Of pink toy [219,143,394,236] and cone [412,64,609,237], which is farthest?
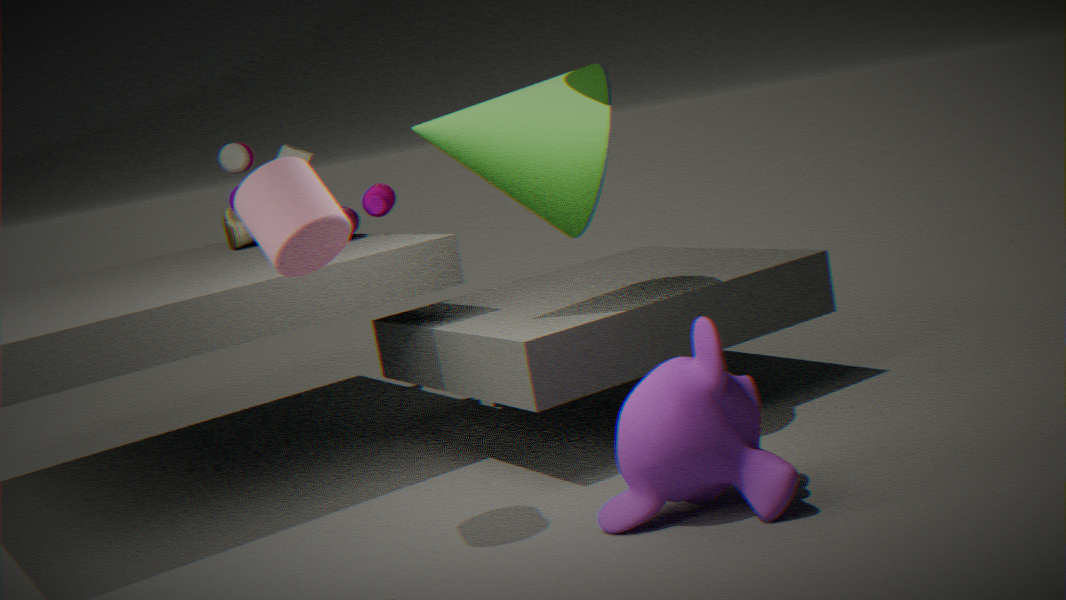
pink toy [219,143,394,236]
